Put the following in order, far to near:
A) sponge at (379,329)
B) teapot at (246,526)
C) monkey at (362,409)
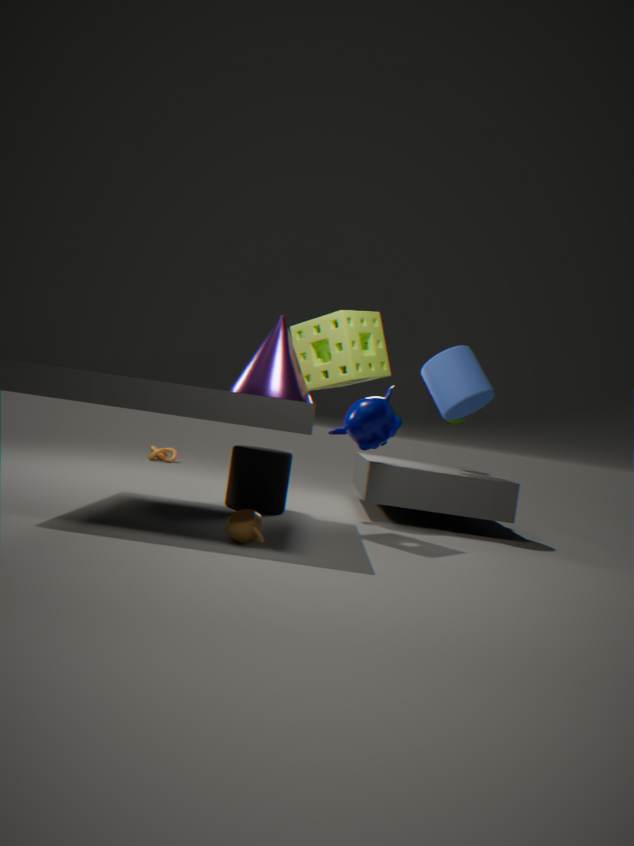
monkey at (362,409) < sponge at (379,329) < teapot at (246,526)
